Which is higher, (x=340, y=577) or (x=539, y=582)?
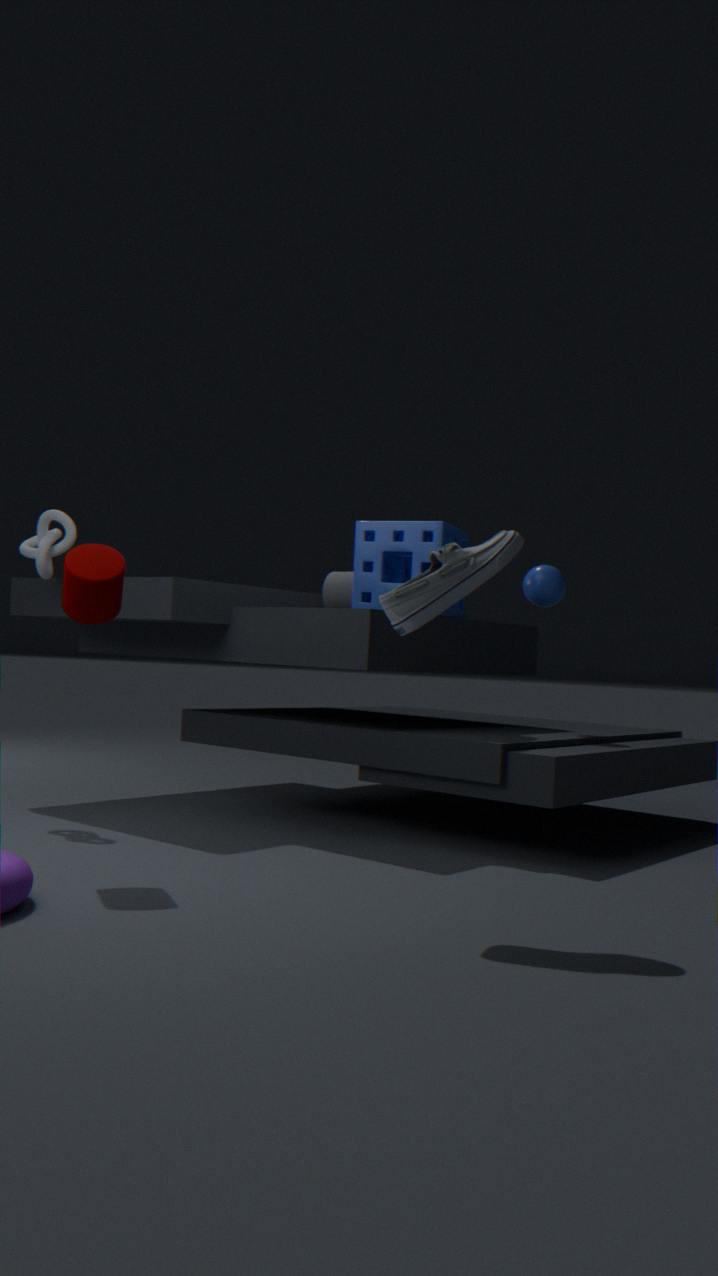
(x=539, y=582)
